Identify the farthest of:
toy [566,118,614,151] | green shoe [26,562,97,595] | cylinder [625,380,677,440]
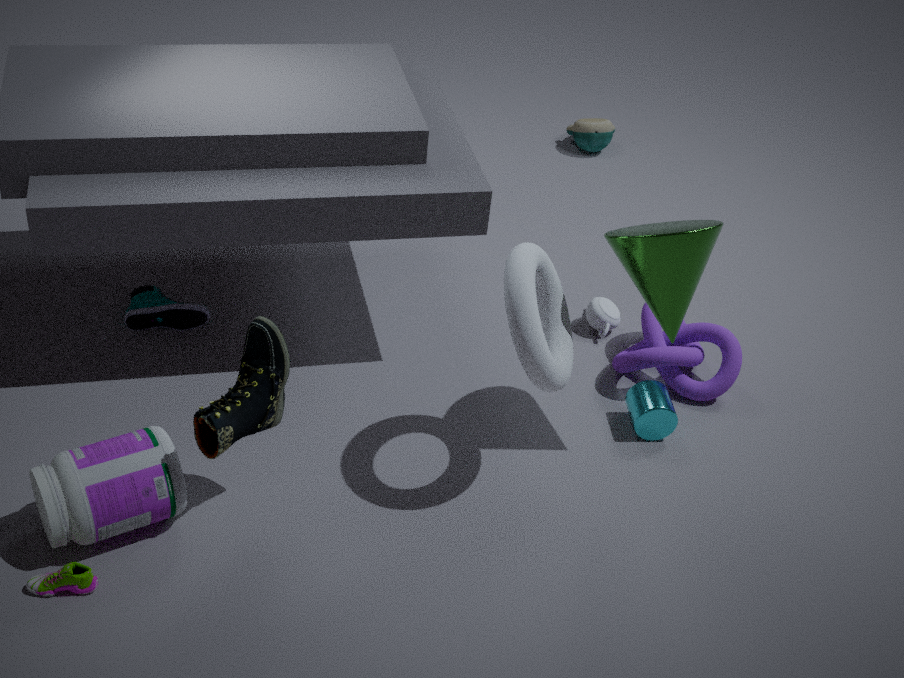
toy [566,118,614,151]
